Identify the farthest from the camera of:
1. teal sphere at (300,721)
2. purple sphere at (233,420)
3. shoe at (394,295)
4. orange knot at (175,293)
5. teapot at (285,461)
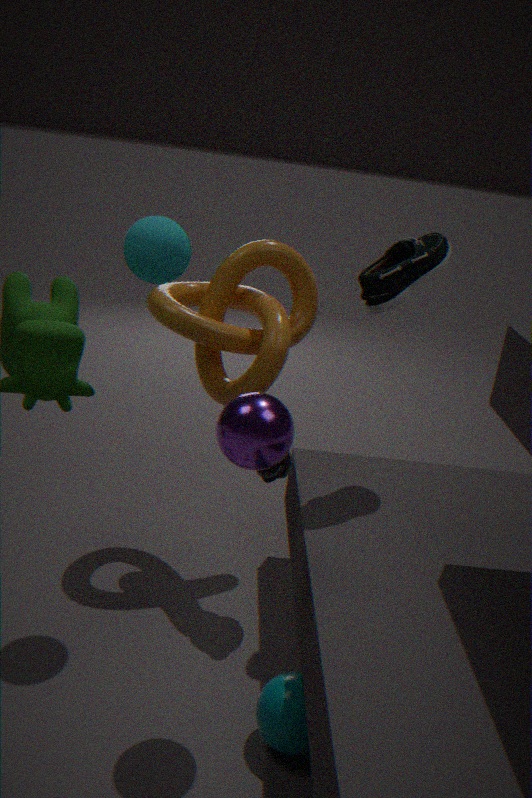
orange knot at (175,293)
